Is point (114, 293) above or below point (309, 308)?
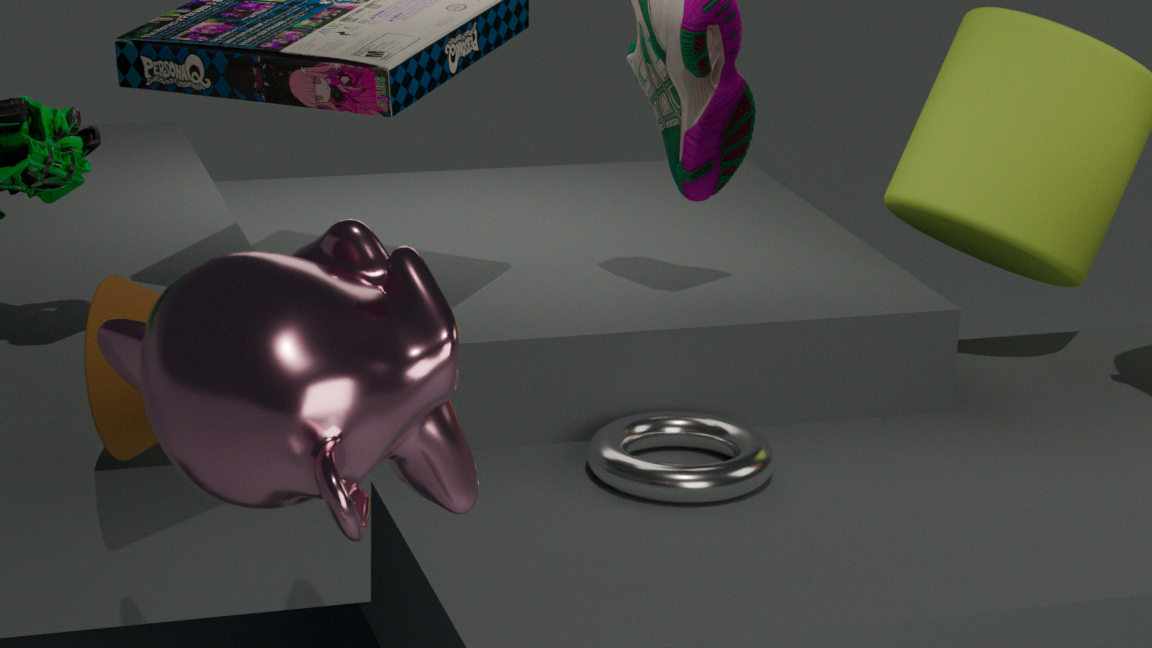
below
